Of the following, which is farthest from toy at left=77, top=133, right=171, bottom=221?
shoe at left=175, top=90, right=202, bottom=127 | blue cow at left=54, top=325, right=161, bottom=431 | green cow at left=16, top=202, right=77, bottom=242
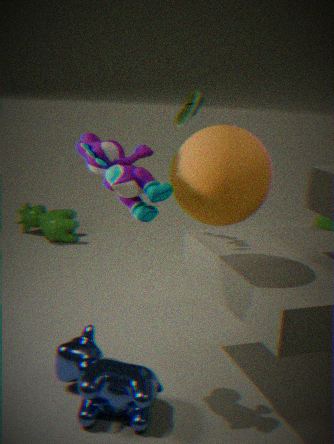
green cow at left=16, top=202, right=77, bottom=242
